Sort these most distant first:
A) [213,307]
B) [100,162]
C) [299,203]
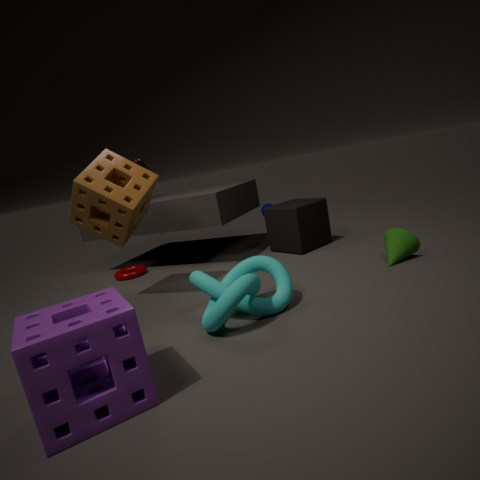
1. [299,203]
2. [100,162]
3. [213,307]
